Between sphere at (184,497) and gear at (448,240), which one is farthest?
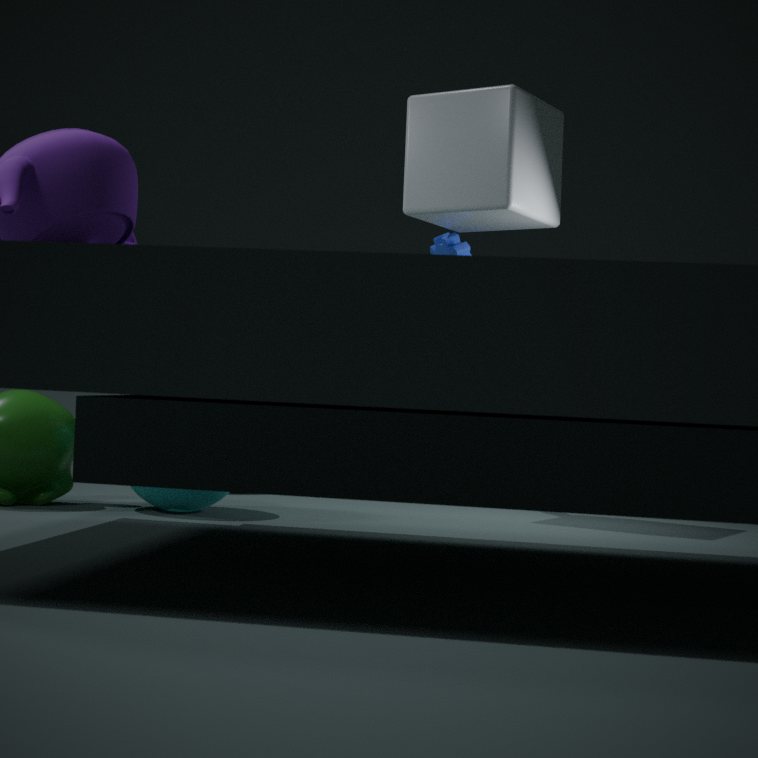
gear at (448,240)
